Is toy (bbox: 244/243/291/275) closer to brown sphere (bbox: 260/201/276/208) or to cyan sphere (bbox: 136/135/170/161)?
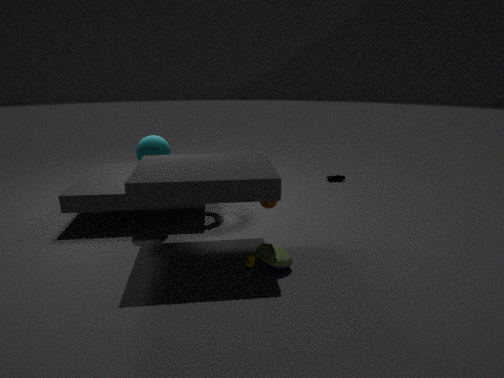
brown sphere (bbox: 260/201/276/208)
